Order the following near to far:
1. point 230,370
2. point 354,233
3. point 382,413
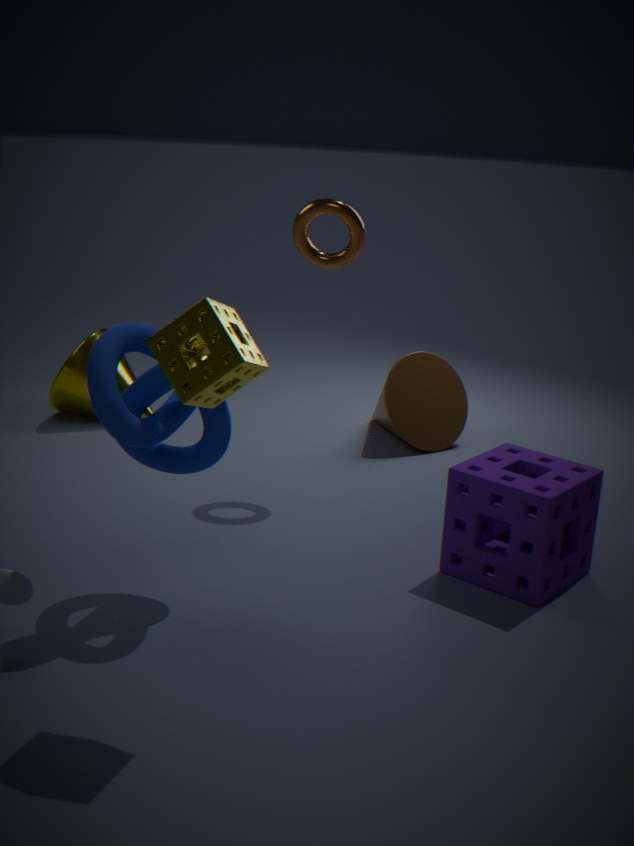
point 230,370 < point 354,233 < point 382,413
